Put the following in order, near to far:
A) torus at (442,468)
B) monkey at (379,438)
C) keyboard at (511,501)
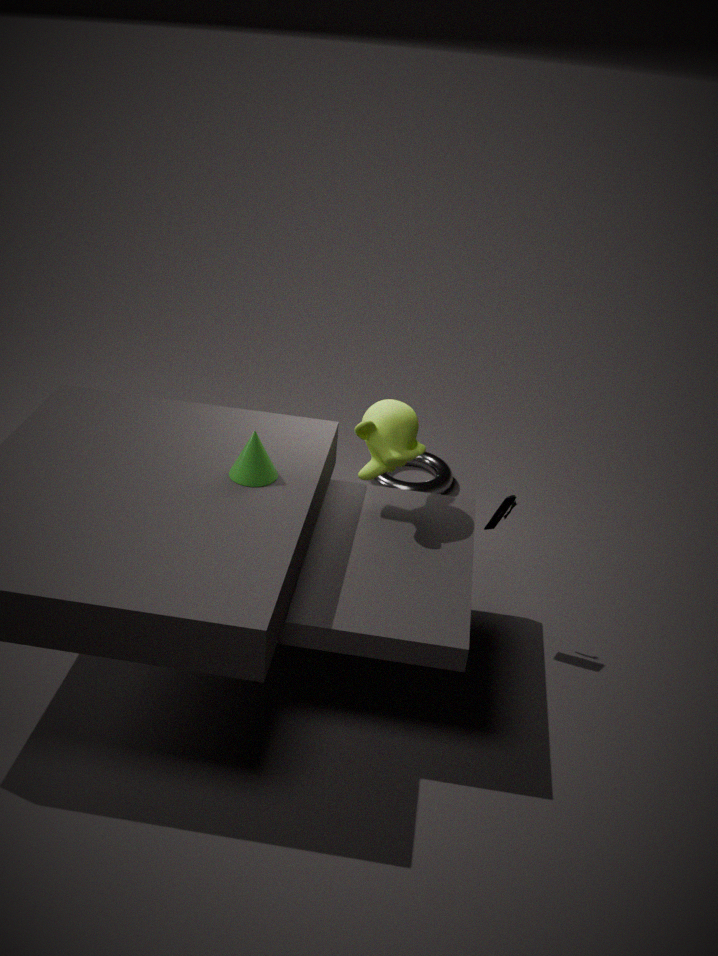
1. monkey at (379,438)
2. keyboard at (511,501)
3. torus at (442,468)
